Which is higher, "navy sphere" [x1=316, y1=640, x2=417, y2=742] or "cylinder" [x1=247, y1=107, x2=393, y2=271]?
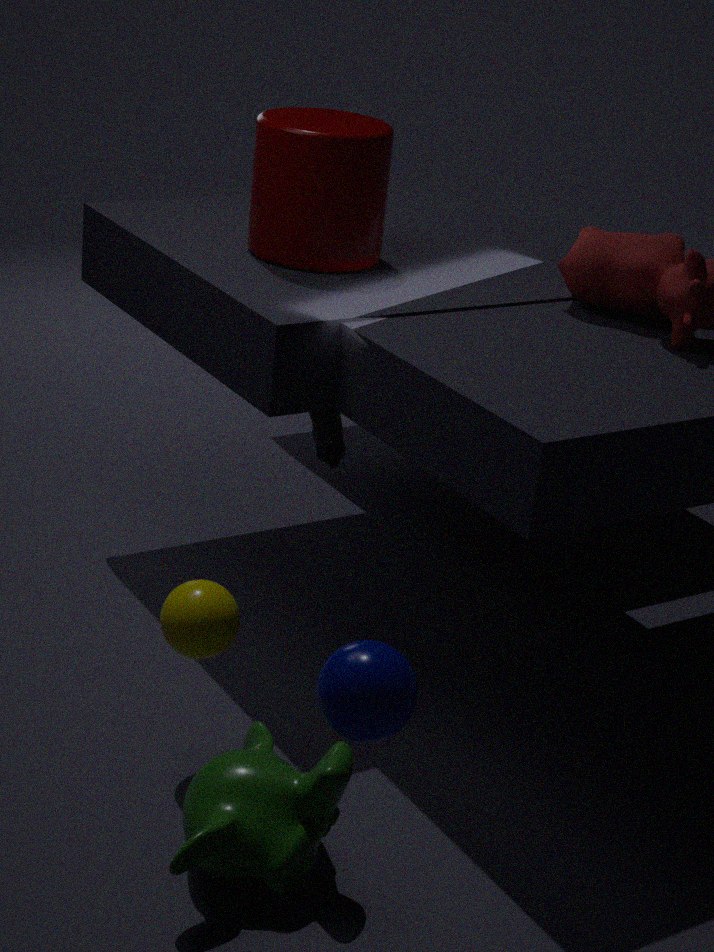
"cylinder" [x1=247, y1=107, x2=393, y2=271]
